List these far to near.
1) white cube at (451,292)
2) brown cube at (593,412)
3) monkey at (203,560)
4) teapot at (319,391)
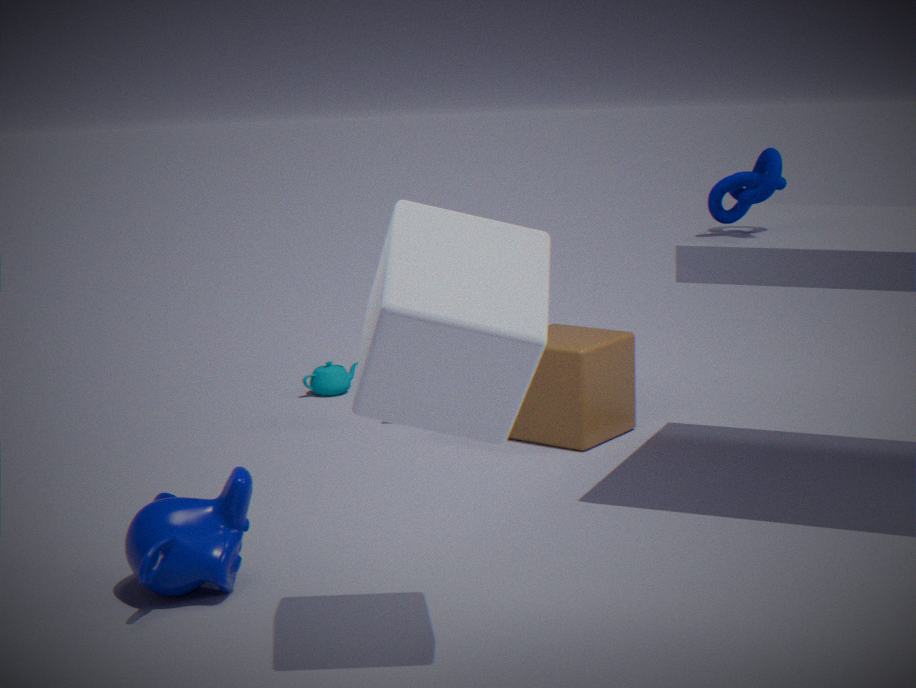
1. 4. teapot at (319,391)
2. 2. brown cube at (593,412)
3. 3. monkey at (203,560)
4. 1. white cube at (451,292)
